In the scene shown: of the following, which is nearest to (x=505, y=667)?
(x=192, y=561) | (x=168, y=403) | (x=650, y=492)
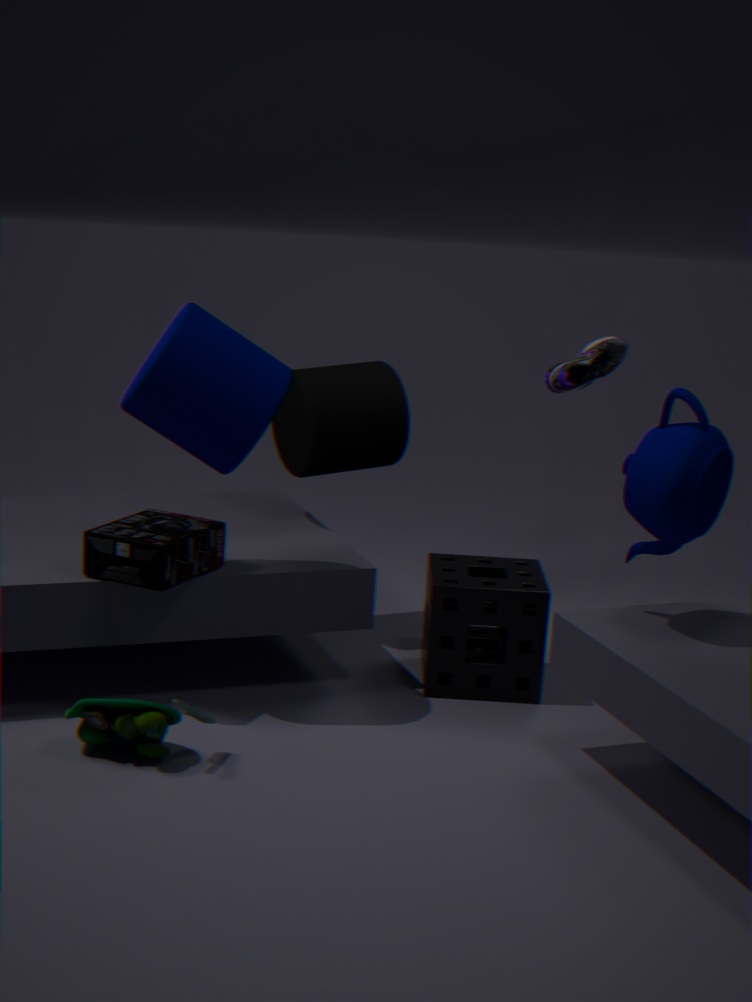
(x=650, y=492)
